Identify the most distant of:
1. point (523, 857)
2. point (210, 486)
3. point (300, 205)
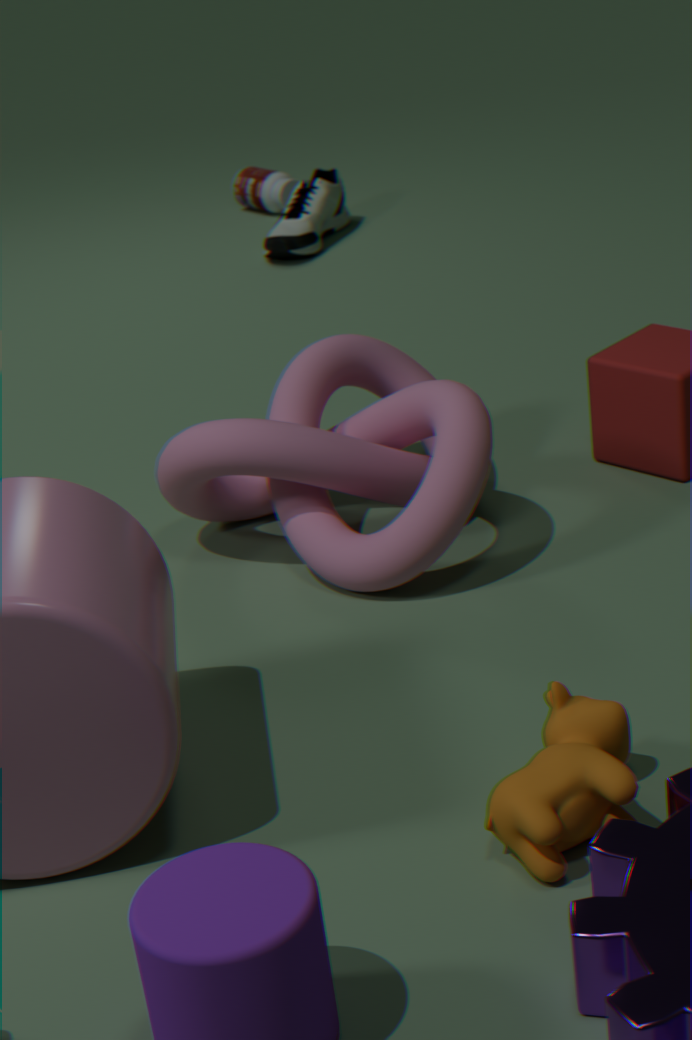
point (300, 205)
